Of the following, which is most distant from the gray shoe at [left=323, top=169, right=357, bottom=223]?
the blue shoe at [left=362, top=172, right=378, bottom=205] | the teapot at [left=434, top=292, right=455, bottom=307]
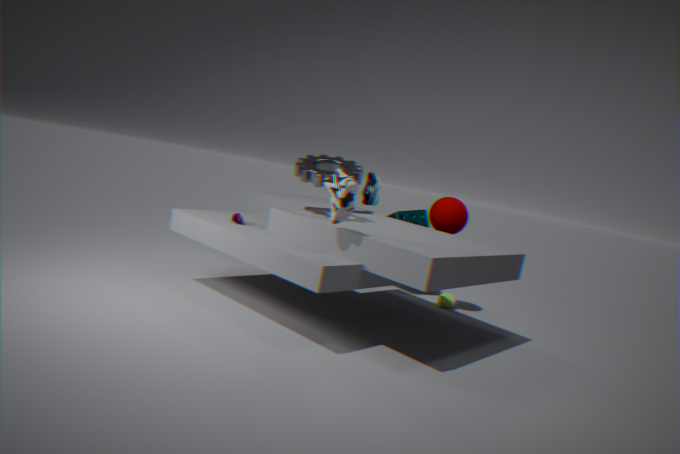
the teapot at [left=434, top=292, right=455, bottom=307]
